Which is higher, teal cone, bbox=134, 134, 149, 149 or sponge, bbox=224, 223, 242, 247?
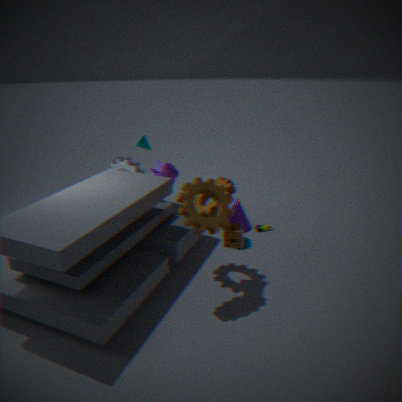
teal cone, bbox=134, 134, 149, 149
